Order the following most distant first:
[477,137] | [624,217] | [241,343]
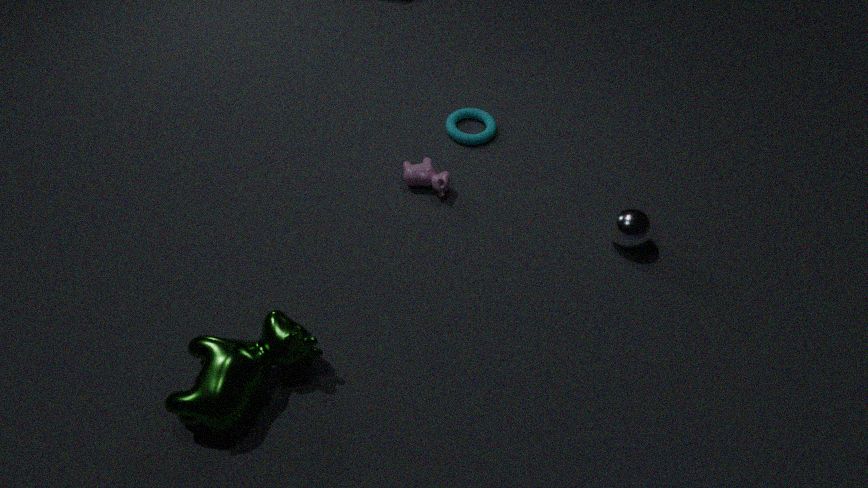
[477,137] < [624,217] < [241,343]
